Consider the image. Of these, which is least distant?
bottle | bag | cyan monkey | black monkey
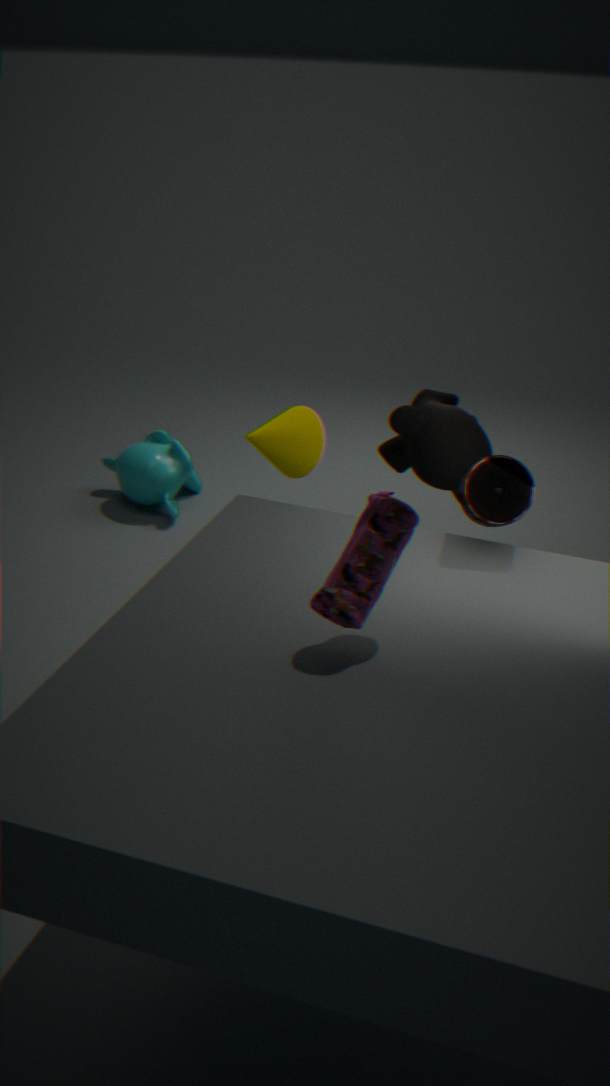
bag
